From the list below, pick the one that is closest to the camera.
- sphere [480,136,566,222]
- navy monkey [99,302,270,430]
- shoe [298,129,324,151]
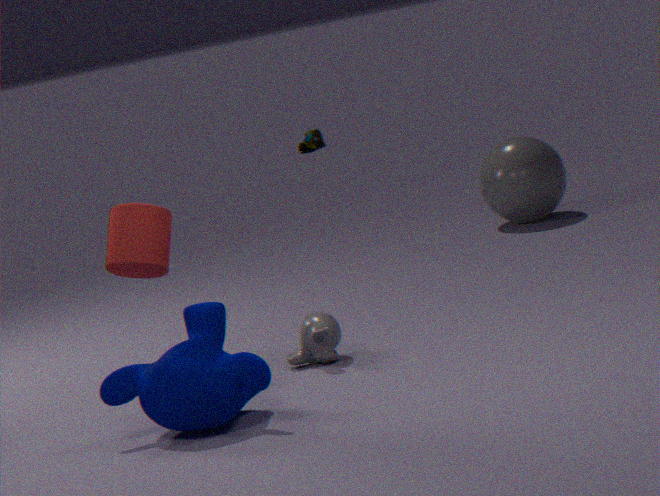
navy monkey [99,302,270,430]
